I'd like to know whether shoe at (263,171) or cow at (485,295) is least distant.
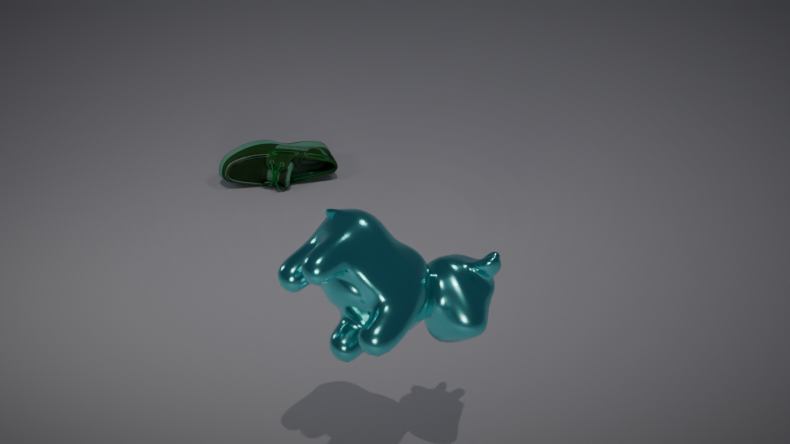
cow at (485,295)
